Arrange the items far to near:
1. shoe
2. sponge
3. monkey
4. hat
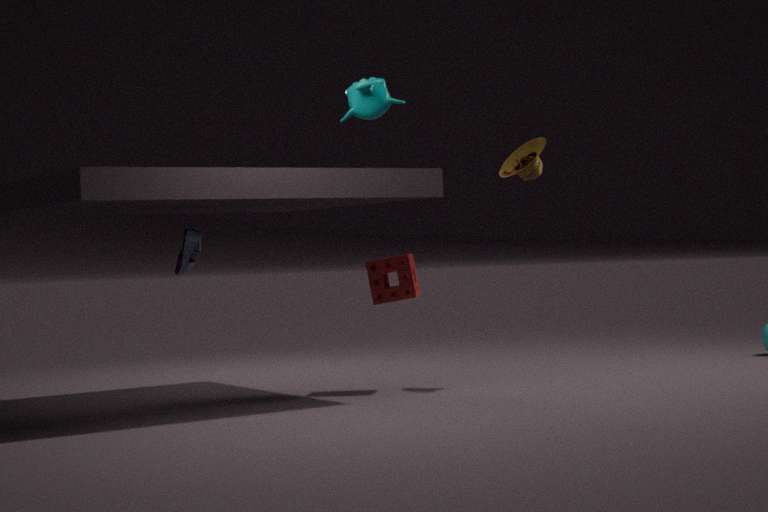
hat → sponge → shoe → monkey
